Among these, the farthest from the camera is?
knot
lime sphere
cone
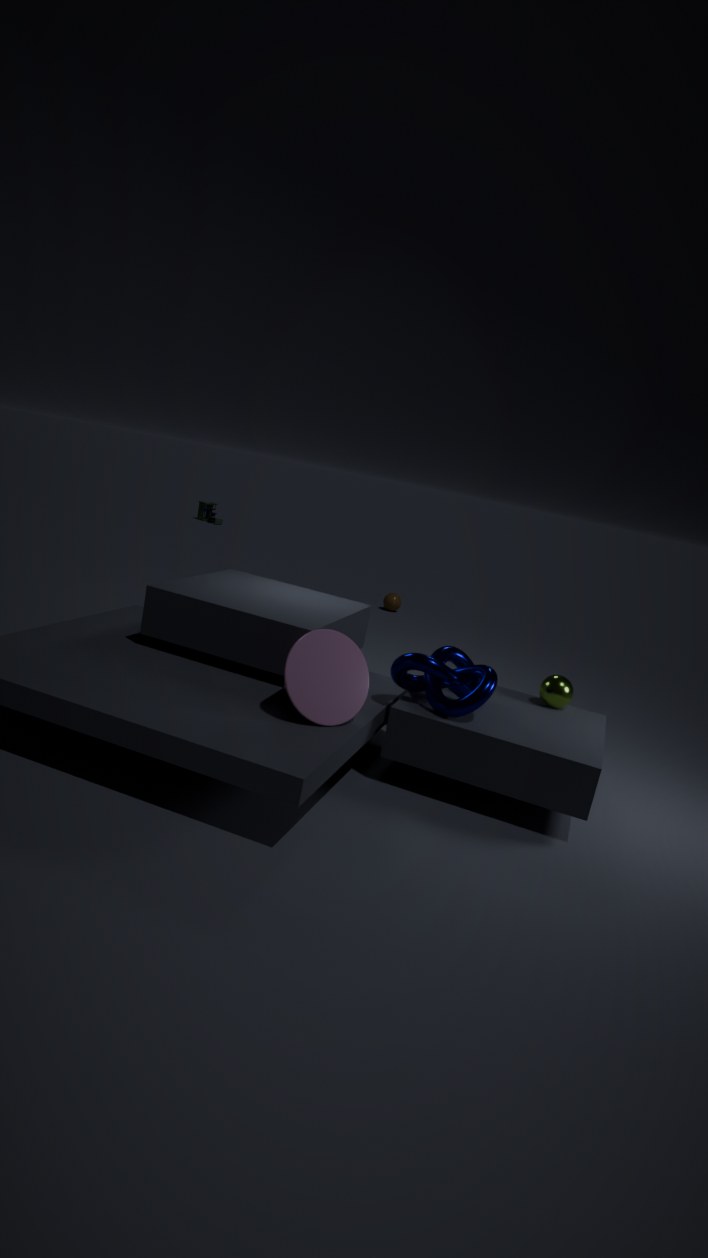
lime sphere
